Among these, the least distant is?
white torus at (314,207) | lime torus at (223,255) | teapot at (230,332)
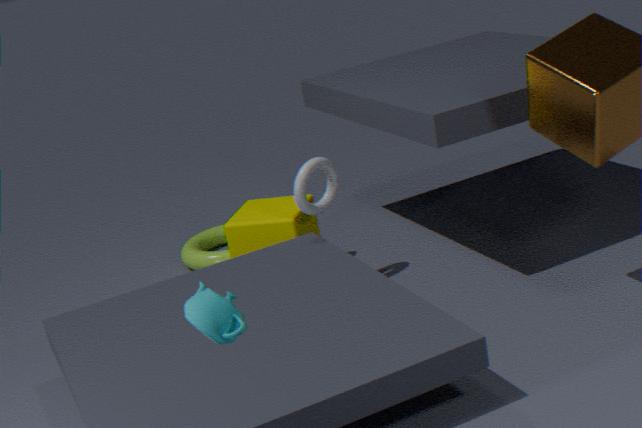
teapot at (230,332)
